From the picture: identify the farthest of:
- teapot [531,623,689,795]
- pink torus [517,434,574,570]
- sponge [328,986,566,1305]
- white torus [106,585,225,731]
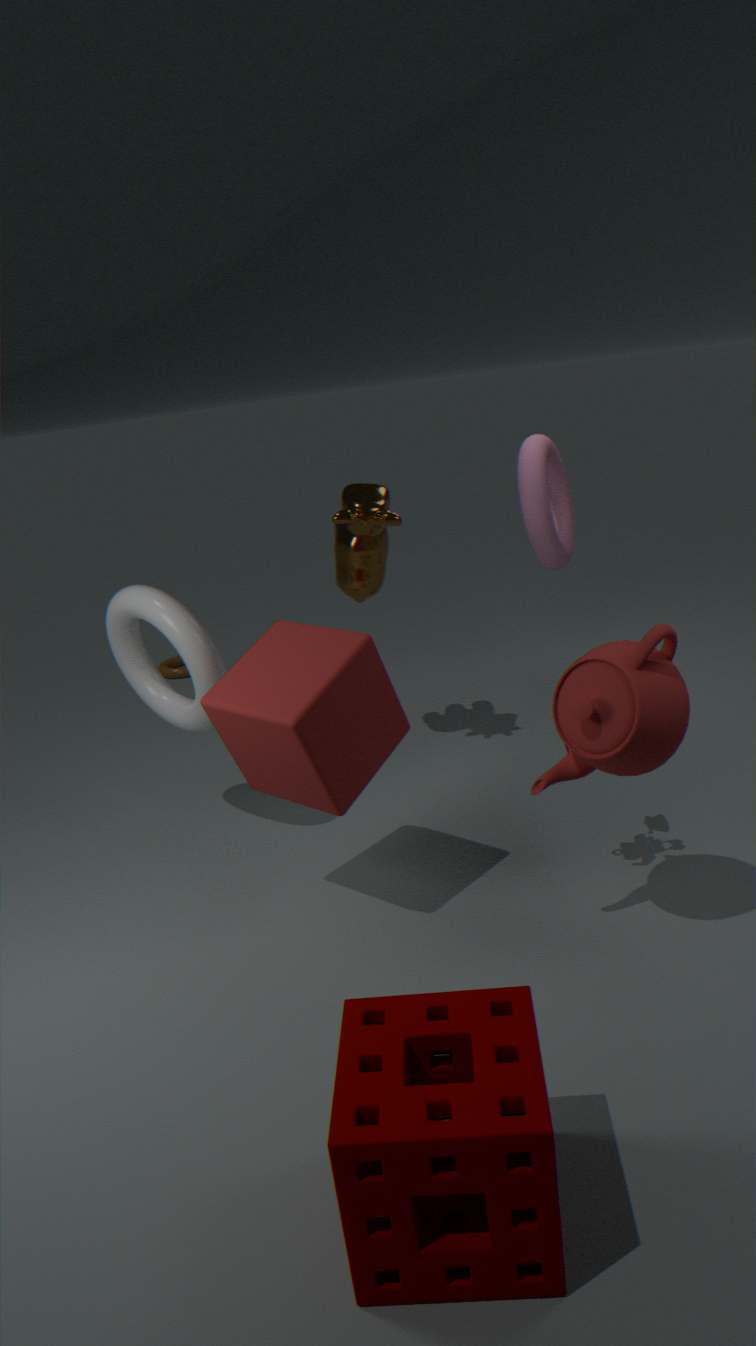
pink torus [517,434,574,570]
